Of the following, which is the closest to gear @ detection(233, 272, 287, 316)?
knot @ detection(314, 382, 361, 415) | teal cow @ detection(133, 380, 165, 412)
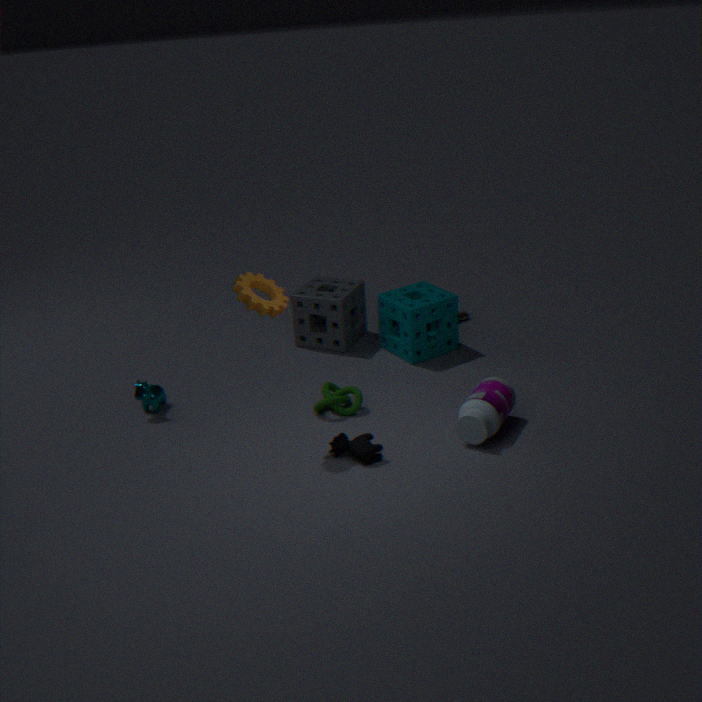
knot @ detection(314, 382, 361, 415)
